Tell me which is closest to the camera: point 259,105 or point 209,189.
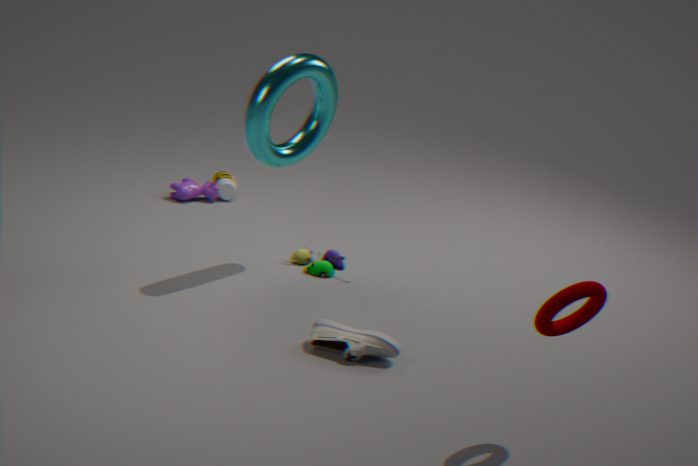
point 259,105
